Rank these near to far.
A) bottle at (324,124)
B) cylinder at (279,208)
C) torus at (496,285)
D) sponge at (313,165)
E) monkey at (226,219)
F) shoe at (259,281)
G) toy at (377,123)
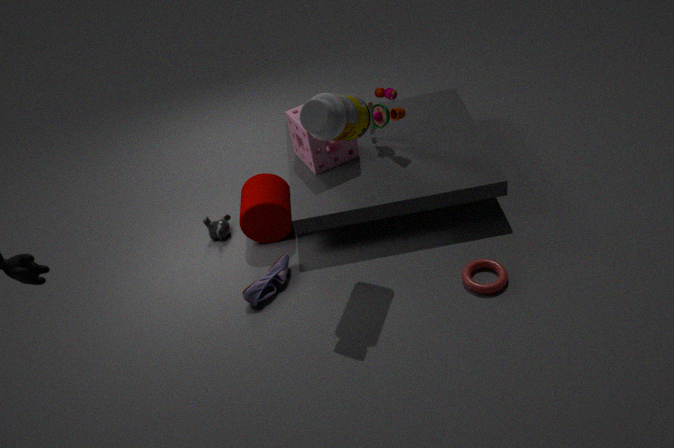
1. bottle at (324,124)
2. torus at (496,285)
3. shoe at (259,281)
4. cylinder at (279,208)
5. sponge at (313,165)
6. toy at (377,123)
7. monkey at (226,219)
